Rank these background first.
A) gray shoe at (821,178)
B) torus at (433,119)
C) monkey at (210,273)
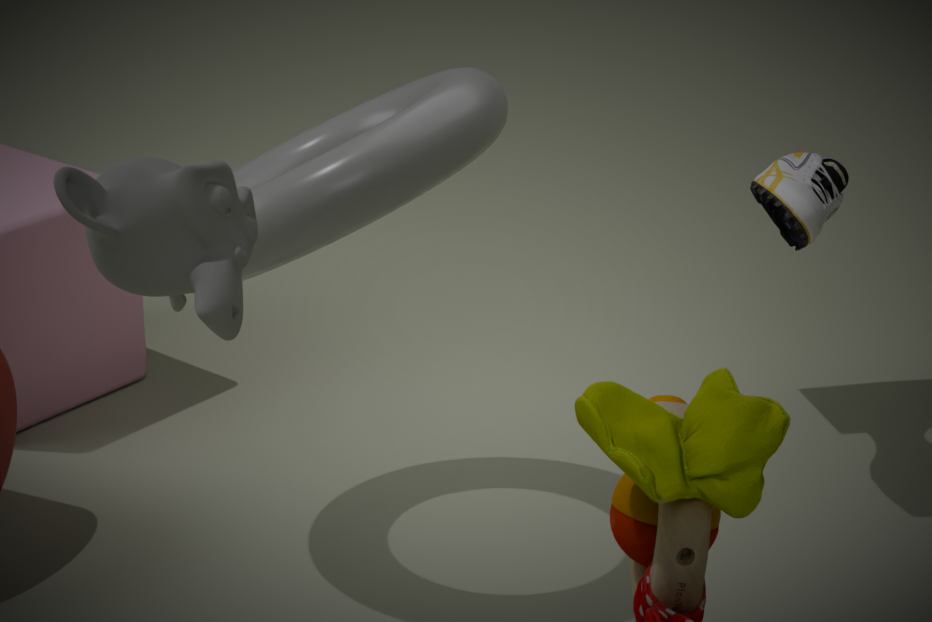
gray shoe at (821,178) → torus at (433,119) → monkey at (210,273)
